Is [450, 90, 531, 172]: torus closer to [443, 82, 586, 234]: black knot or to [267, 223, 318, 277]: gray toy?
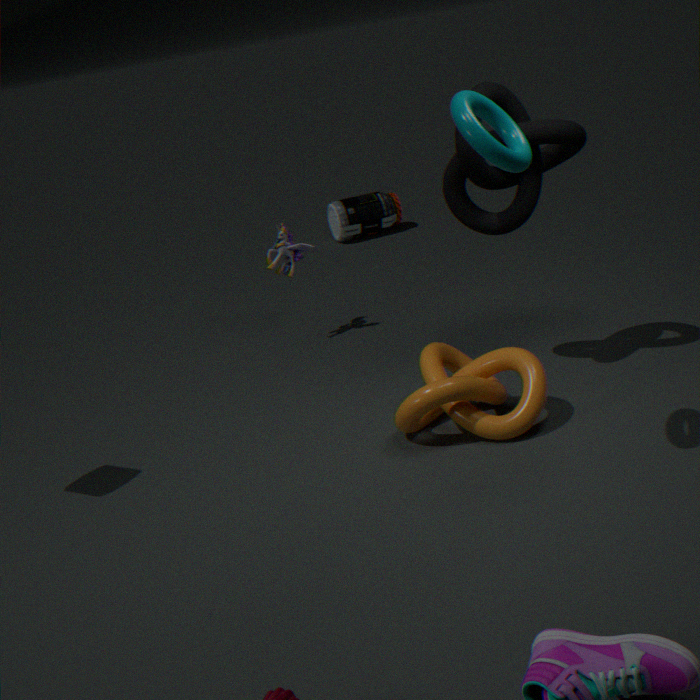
[443, 82, 586, 234]: black knot
